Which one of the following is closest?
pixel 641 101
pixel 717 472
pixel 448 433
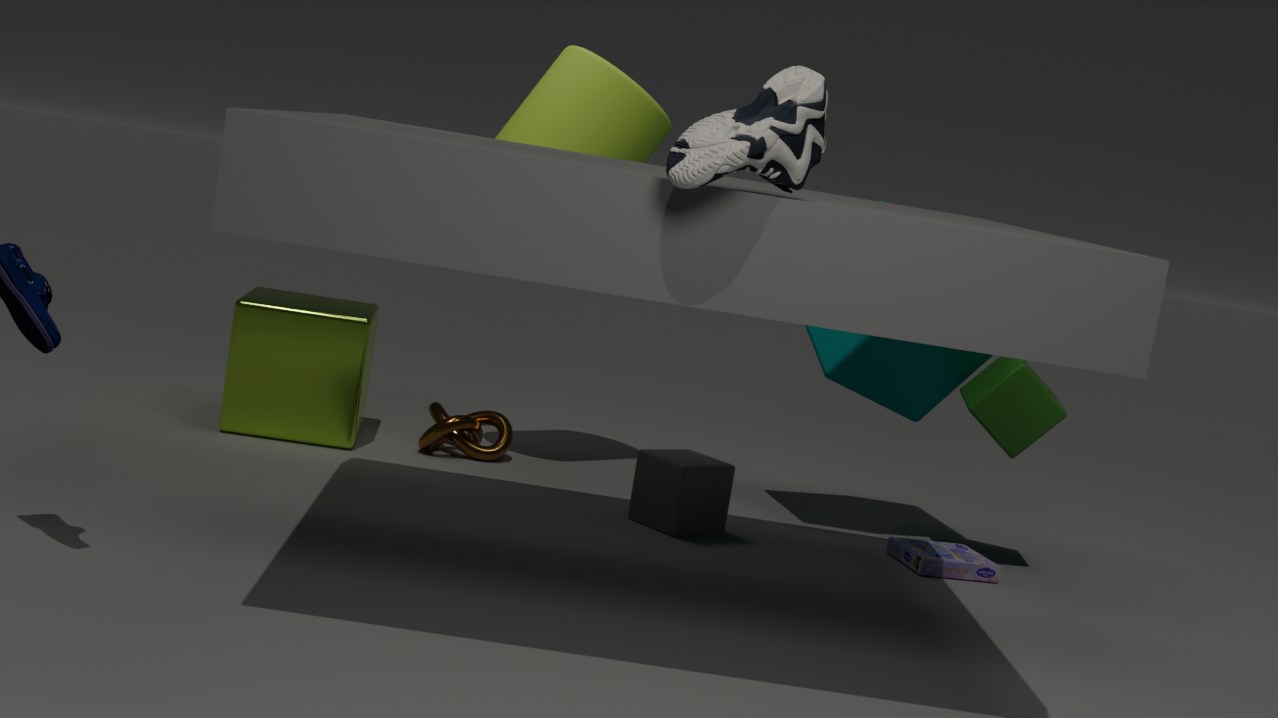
pixel 717 472
